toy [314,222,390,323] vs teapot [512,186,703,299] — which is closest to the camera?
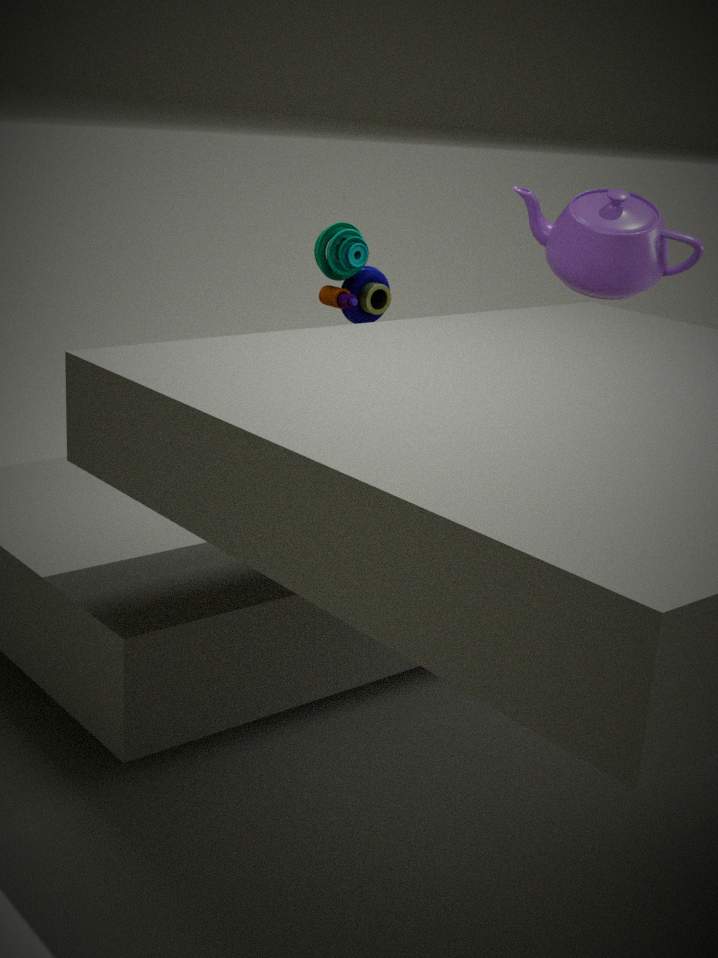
toy [314,222,390,323]
